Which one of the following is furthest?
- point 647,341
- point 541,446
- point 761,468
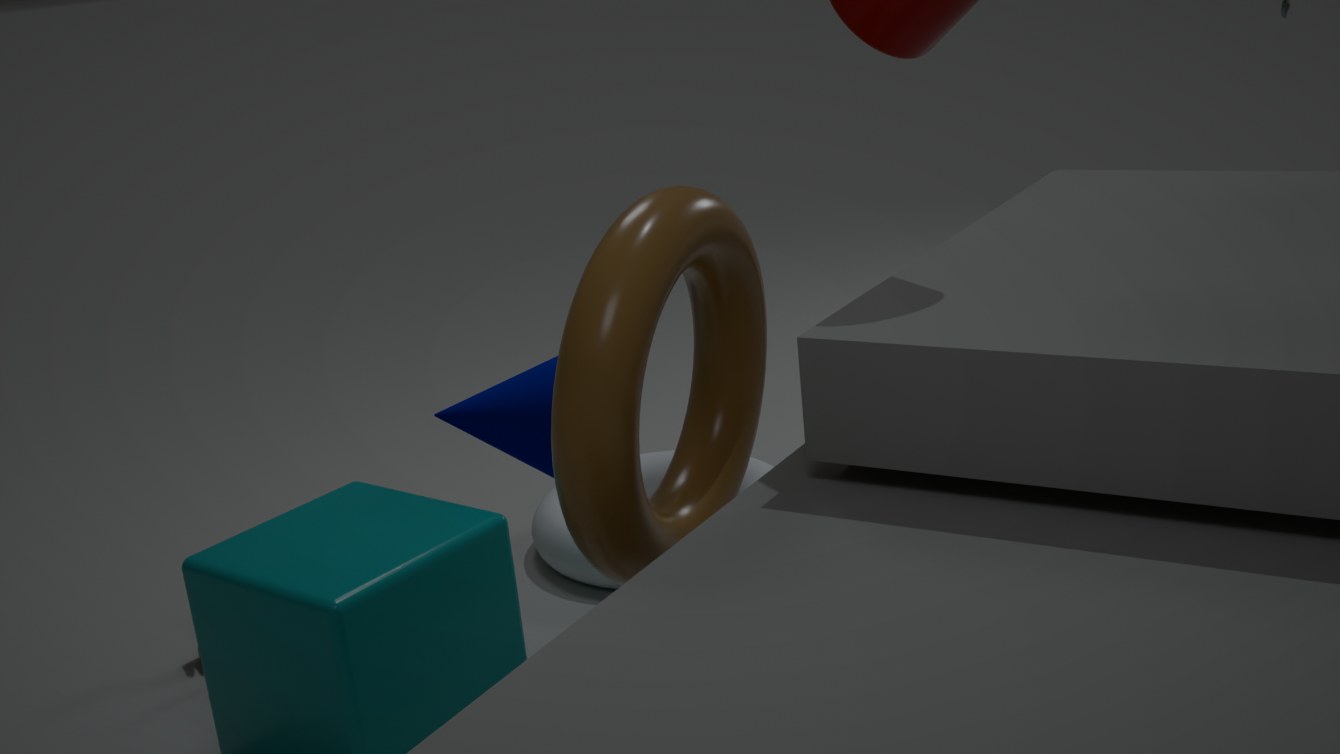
point 761,468
